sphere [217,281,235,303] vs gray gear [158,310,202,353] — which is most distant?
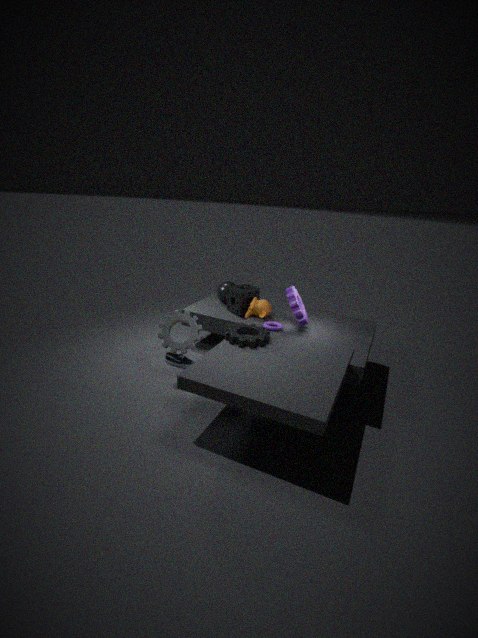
sphere [217,281,235,303]
